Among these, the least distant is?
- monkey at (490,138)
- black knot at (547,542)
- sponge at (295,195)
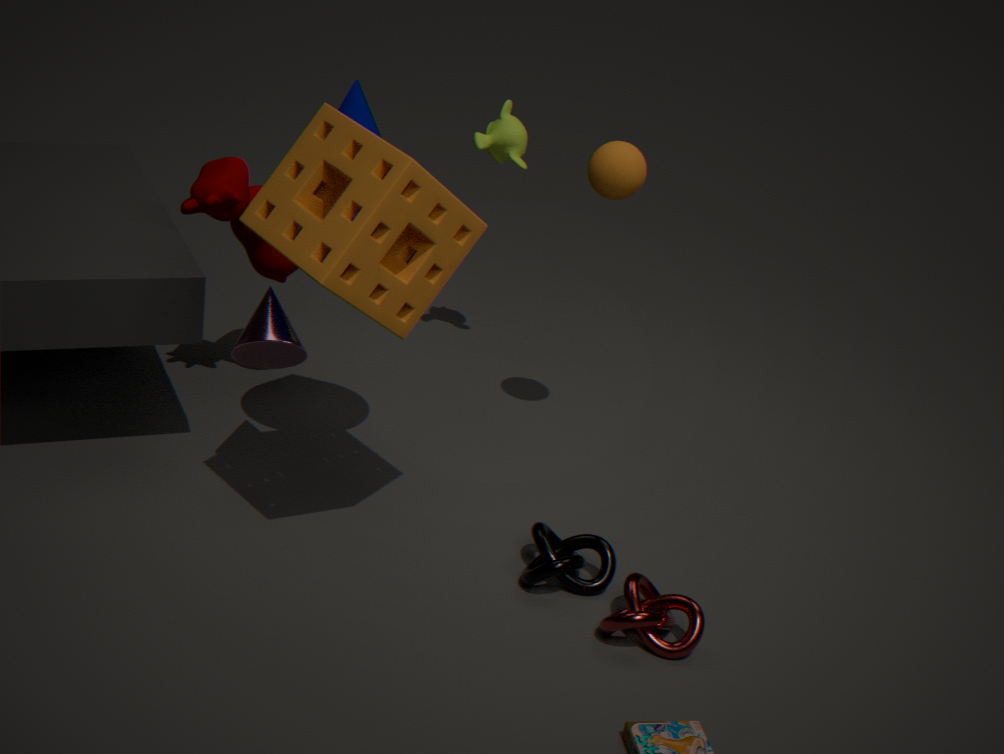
sponge at (295,195)
